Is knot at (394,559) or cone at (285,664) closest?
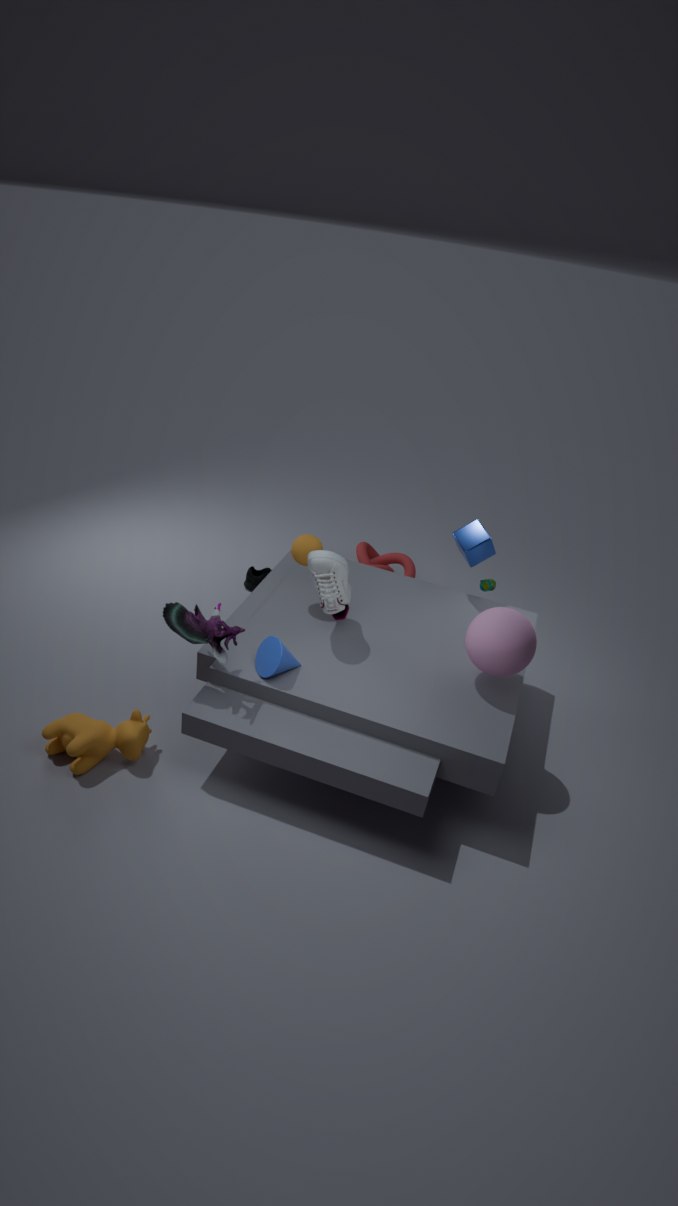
cone at (285,664)
